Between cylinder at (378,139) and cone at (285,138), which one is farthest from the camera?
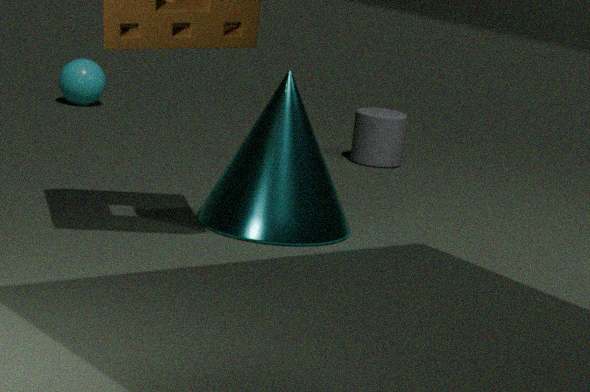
cylinder at (378,139)
